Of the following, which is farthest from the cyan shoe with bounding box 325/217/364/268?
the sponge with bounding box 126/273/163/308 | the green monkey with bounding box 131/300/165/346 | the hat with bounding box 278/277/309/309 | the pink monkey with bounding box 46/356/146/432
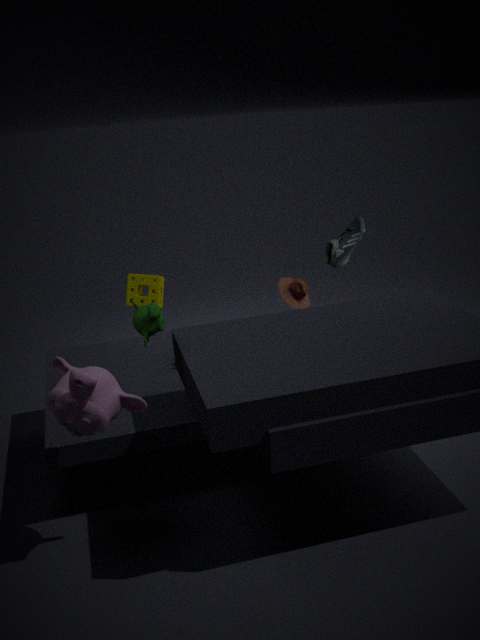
the pink monkey with bounding box 46/356/146/432
